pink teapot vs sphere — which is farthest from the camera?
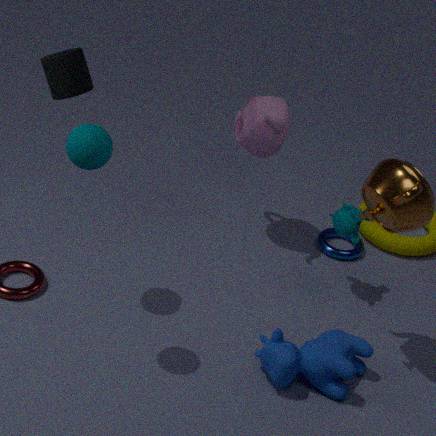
pink teapot
